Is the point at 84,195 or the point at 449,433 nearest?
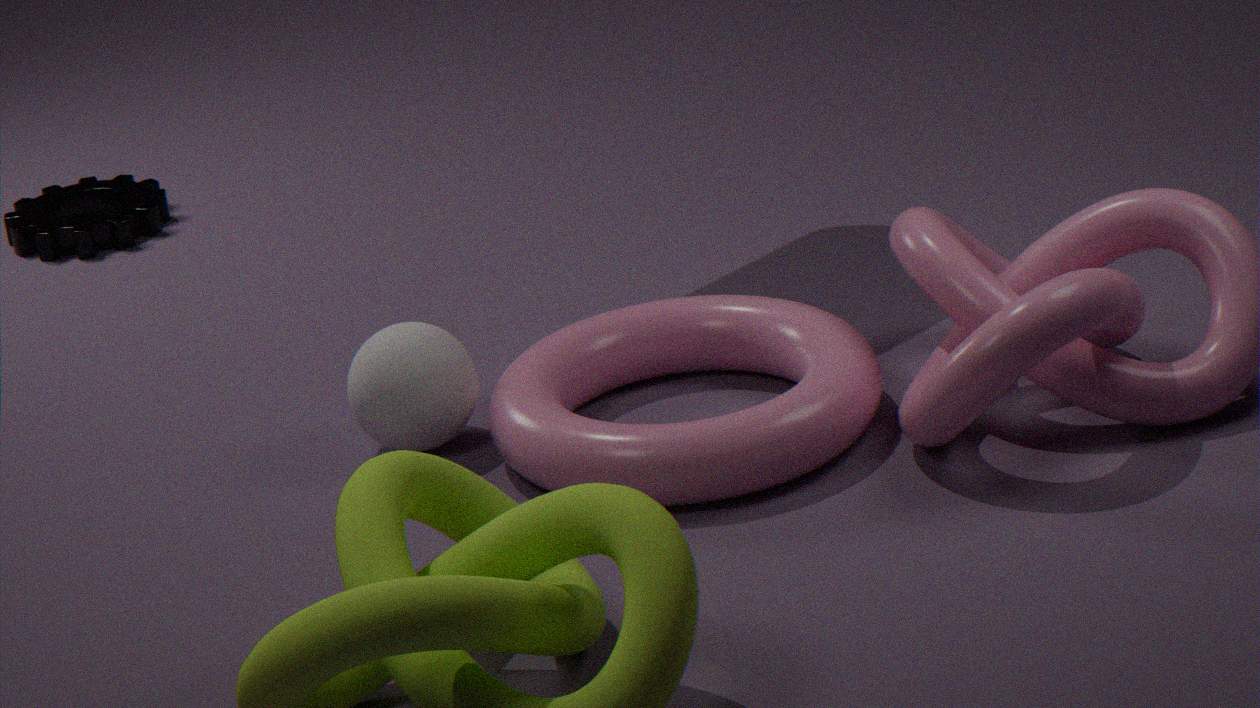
the point at 449,433
